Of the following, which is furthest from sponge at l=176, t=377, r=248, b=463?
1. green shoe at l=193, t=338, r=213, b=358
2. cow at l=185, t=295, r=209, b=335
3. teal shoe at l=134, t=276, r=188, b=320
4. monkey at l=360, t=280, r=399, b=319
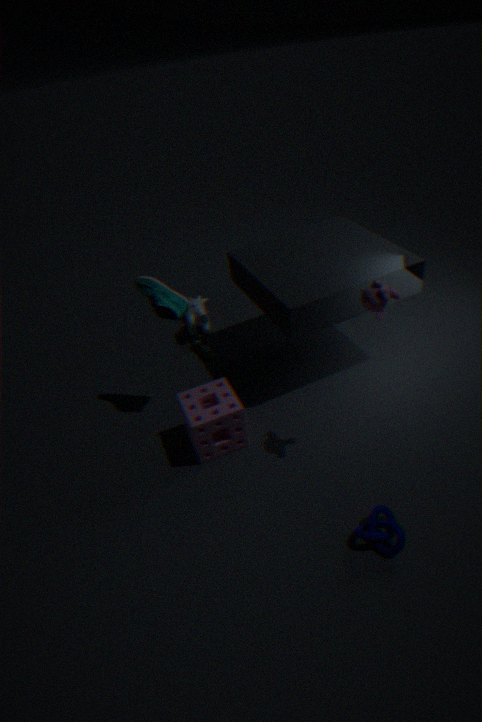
monkey at l=360, t=280, r=399, b=319
